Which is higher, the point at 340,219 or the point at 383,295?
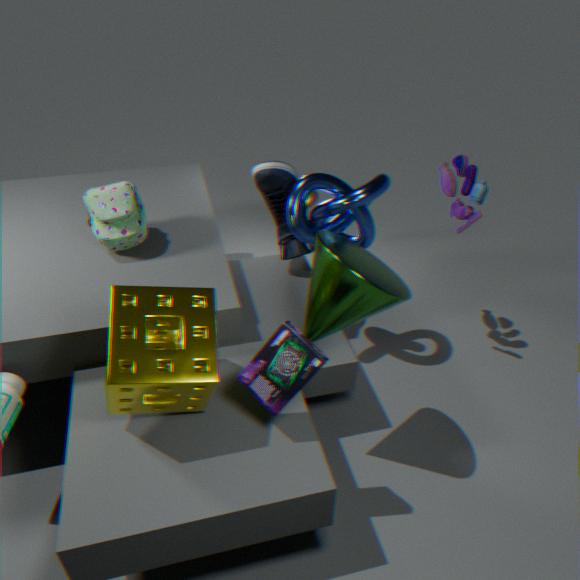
the point at 383,295
